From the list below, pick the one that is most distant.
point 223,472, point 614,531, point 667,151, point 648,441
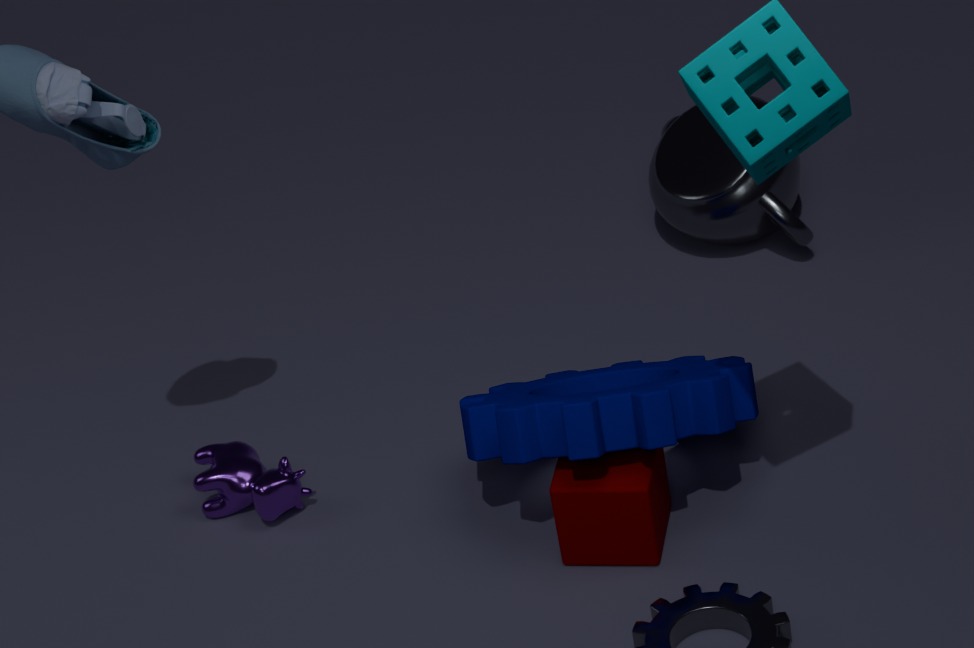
point 667,151
